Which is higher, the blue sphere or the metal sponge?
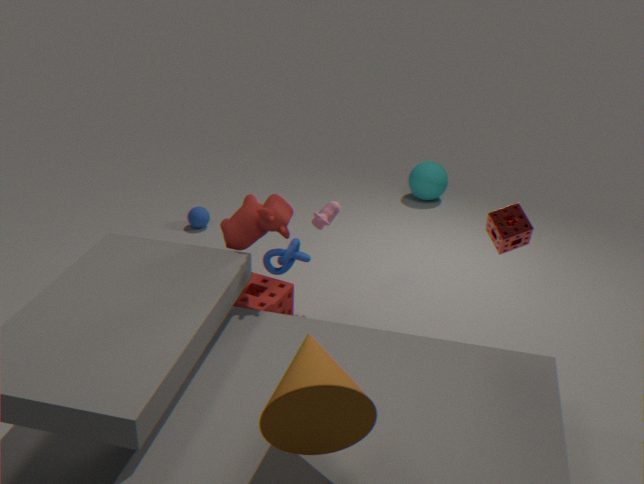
the metal sponge
